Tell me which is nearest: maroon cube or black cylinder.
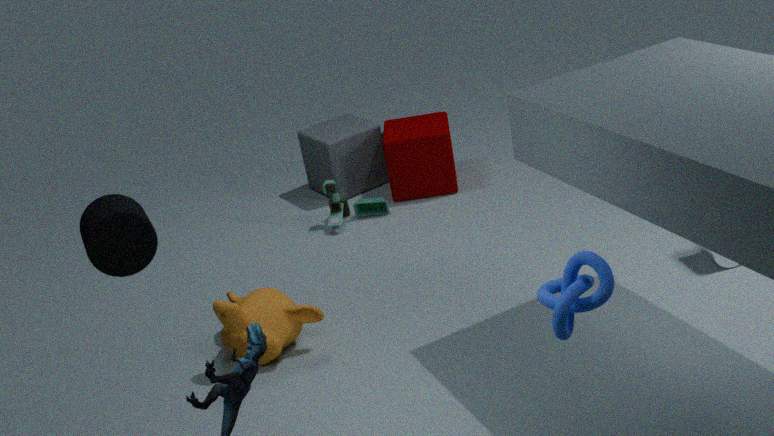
black cylinder
